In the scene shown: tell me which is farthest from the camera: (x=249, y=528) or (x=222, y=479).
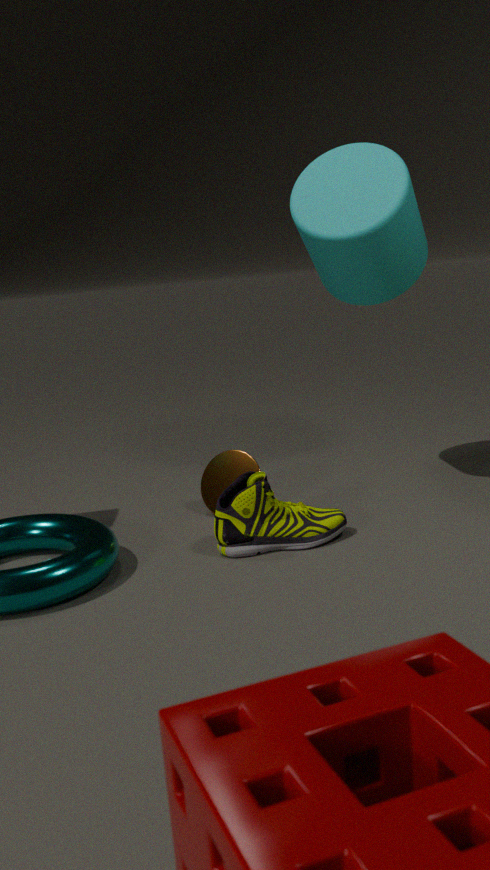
(x=222, y=479)
